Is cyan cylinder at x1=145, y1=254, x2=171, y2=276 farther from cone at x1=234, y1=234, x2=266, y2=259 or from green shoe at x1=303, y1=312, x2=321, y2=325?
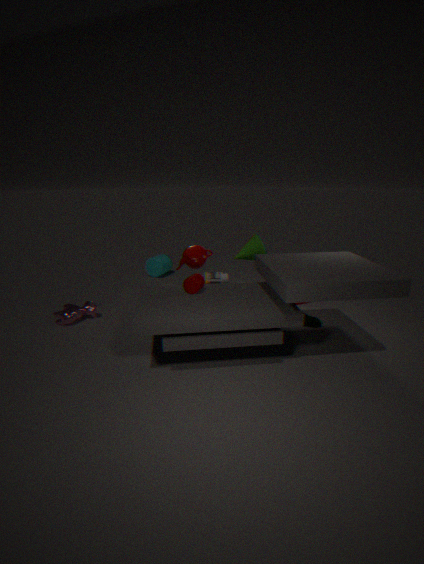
green shoe at x1=303, y1=312, x2=321, y2=325
